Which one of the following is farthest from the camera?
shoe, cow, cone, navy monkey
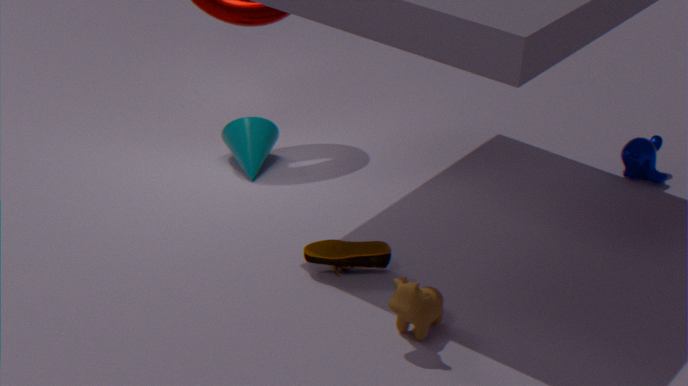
navy monkey
